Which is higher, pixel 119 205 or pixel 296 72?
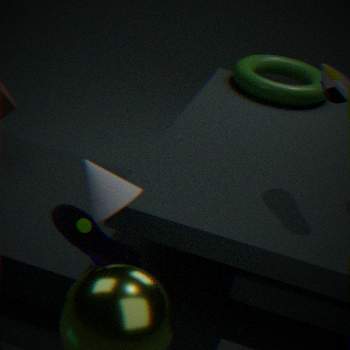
pixel 119 205
